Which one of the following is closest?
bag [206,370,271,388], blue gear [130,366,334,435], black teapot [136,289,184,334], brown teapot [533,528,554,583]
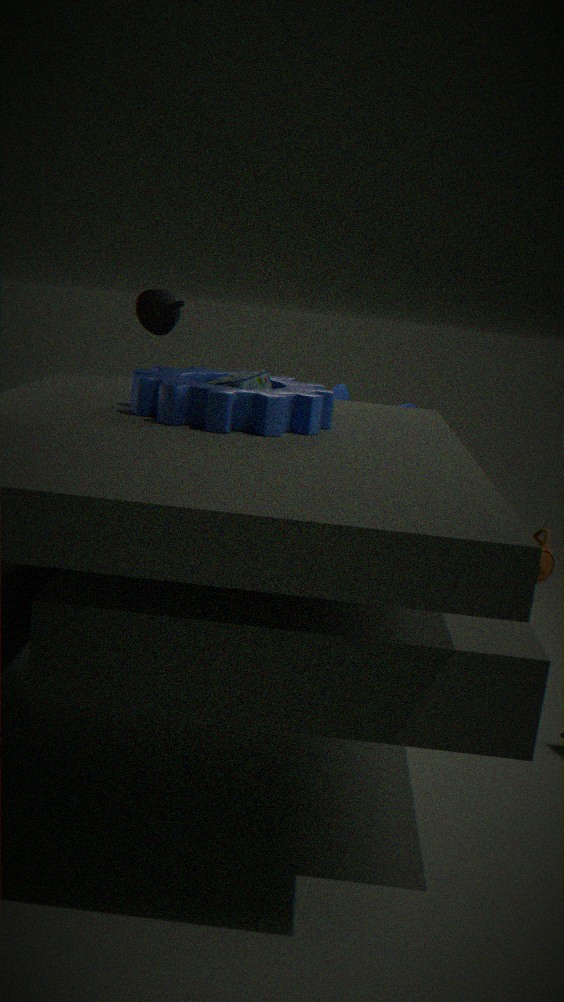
blue gear [130,366,334,435]
